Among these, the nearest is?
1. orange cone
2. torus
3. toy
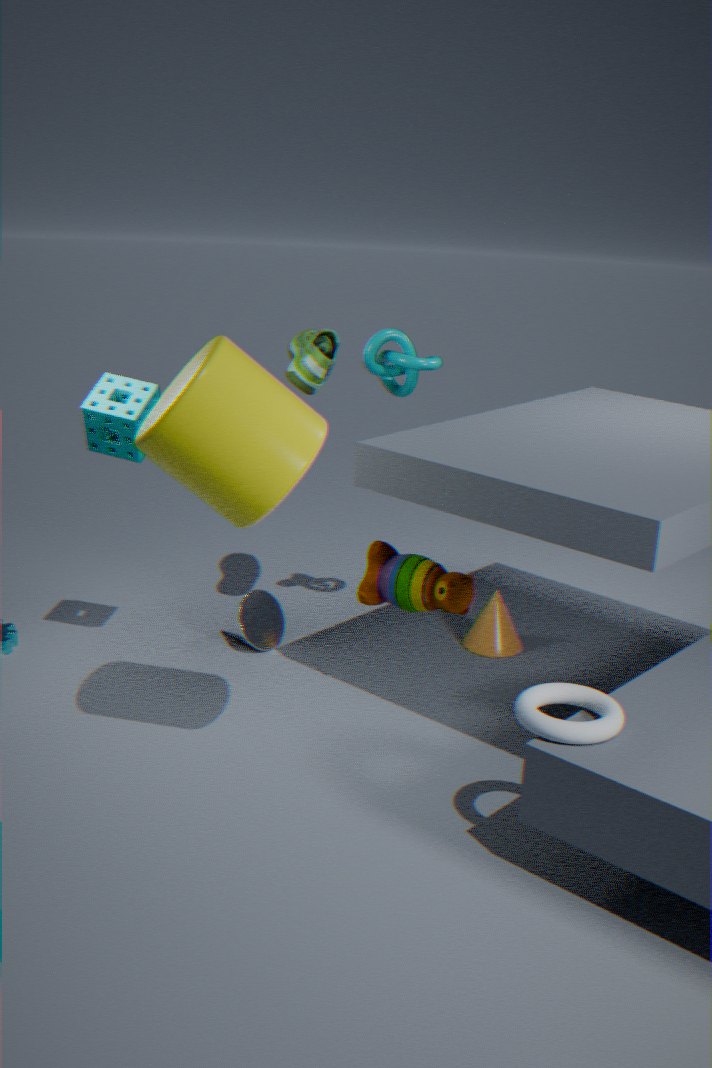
torus
